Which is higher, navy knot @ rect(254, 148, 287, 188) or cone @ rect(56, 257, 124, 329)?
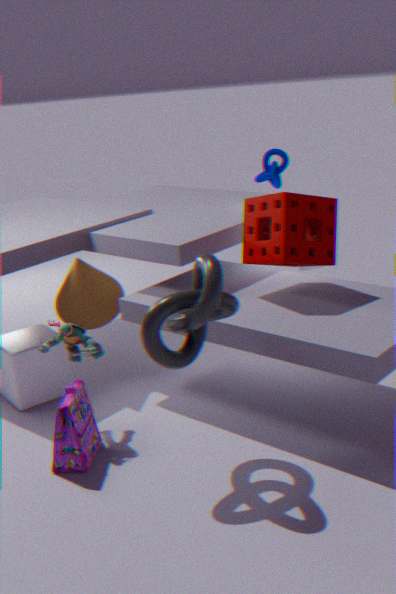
navy knot @ rect(254, 148, 287, 188)
